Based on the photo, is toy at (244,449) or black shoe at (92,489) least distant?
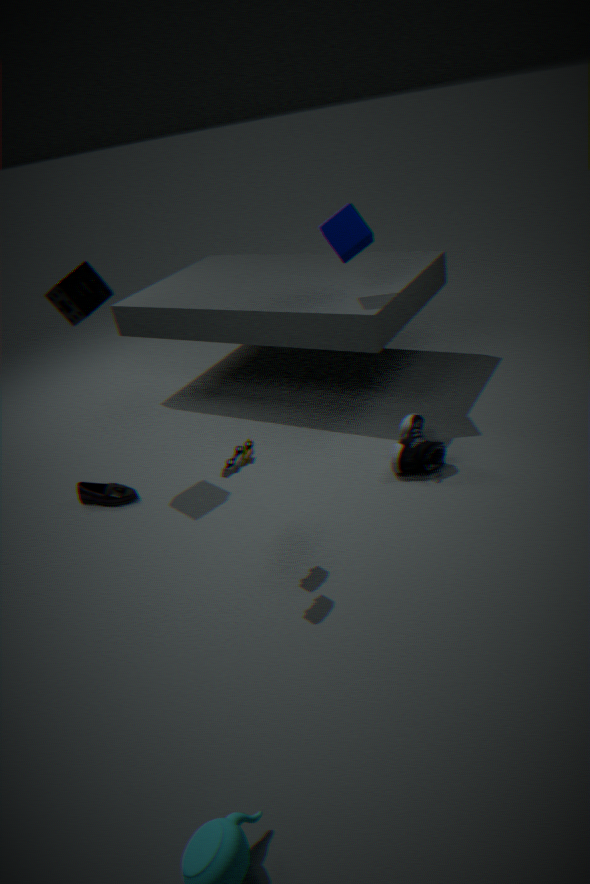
toy at (244,449)
